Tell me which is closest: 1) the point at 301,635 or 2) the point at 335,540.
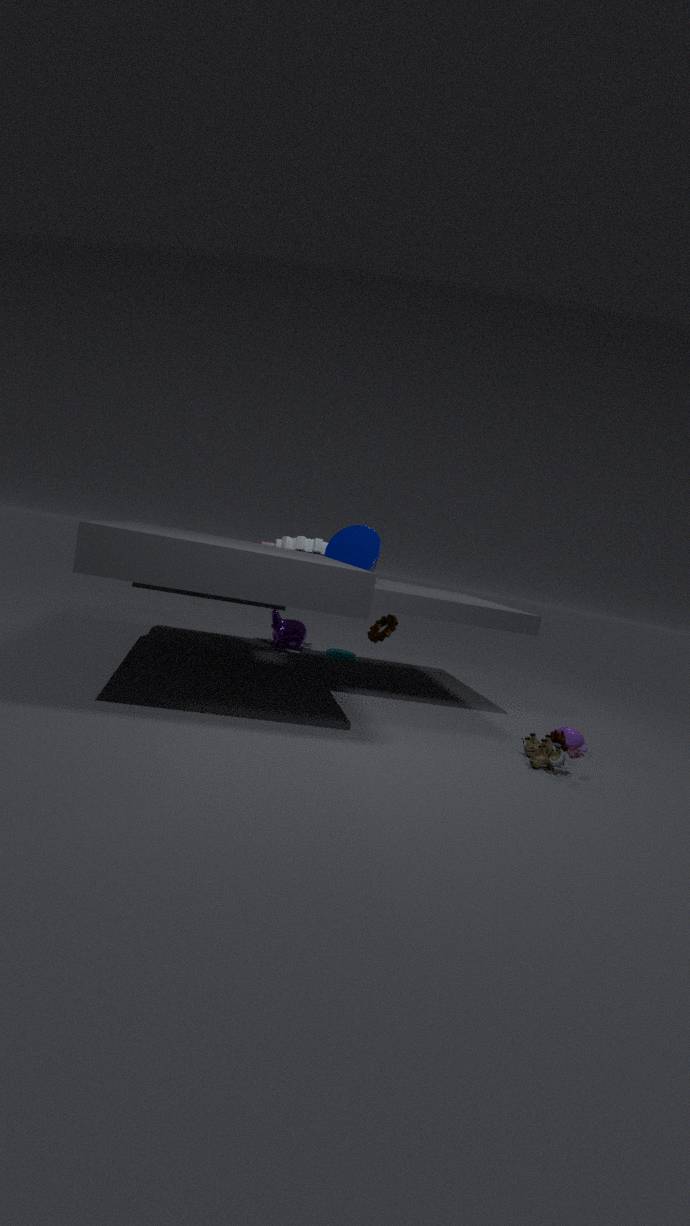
A: 2. the point at 335,540
